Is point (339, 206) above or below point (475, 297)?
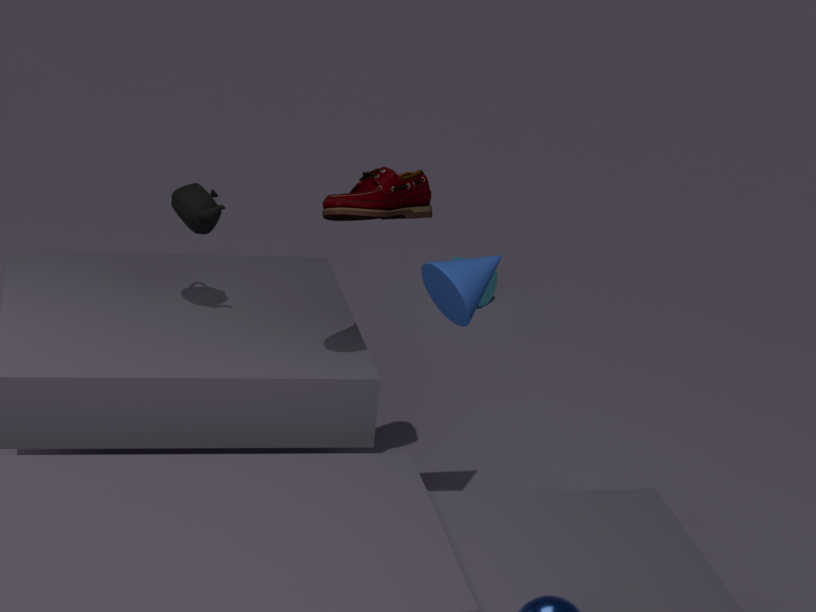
above
